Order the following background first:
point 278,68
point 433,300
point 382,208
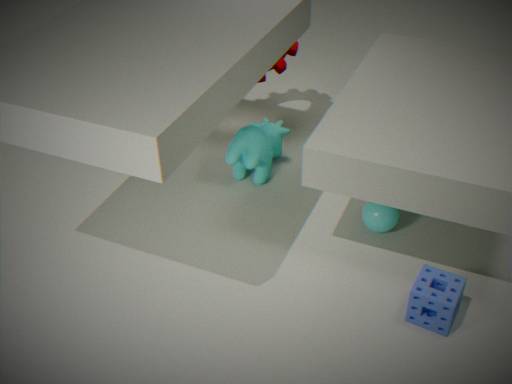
point 278,68
point 382,208
point 433,300
